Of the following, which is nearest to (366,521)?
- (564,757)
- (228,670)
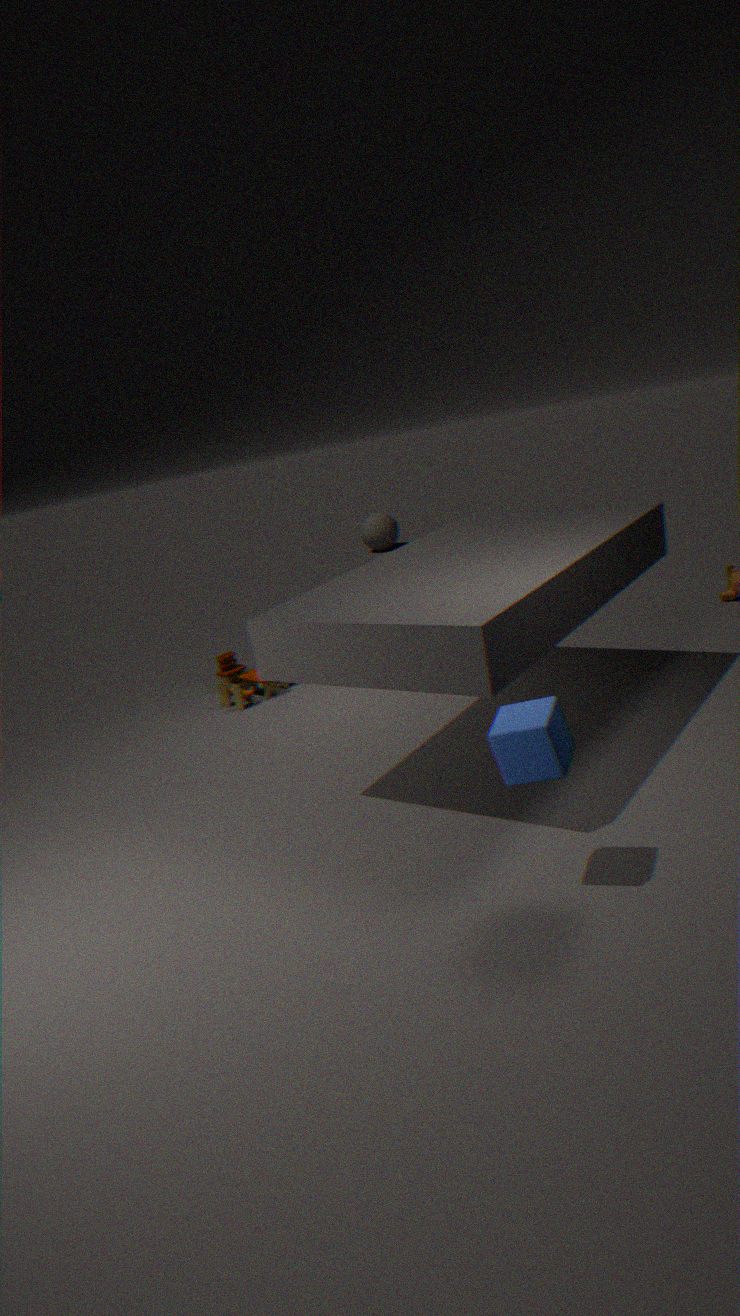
(228,670)
